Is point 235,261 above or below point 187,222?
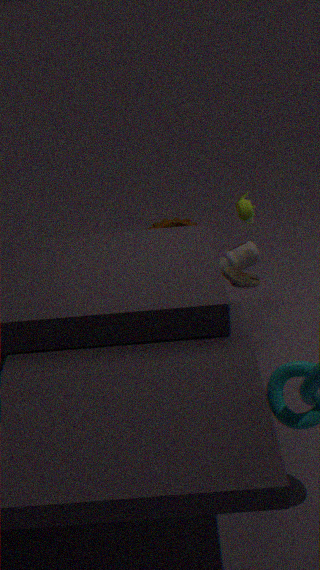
above
